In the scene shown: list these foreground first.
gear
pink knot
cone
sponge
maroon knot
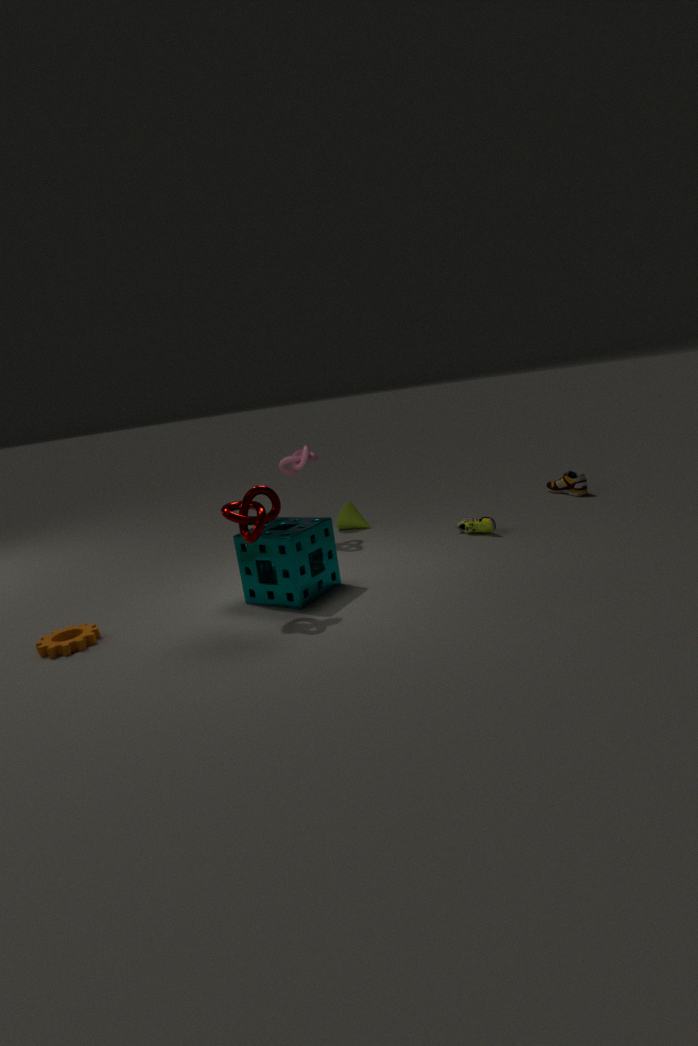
maroon knot < gear < sponge < pink knot < cone
